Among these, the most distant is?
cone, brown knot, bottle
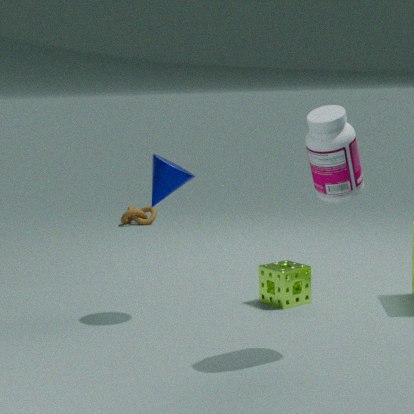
brown knot
